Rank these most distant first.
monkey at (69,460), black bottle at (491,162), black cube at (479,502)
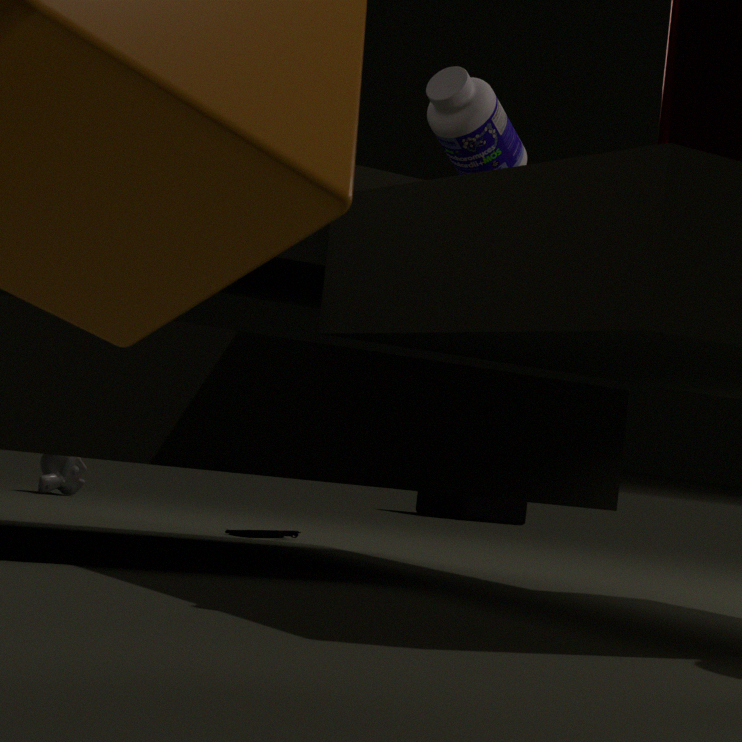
black cube at (479,502)
monkey at (69,460)
black bottle at (491,162)
